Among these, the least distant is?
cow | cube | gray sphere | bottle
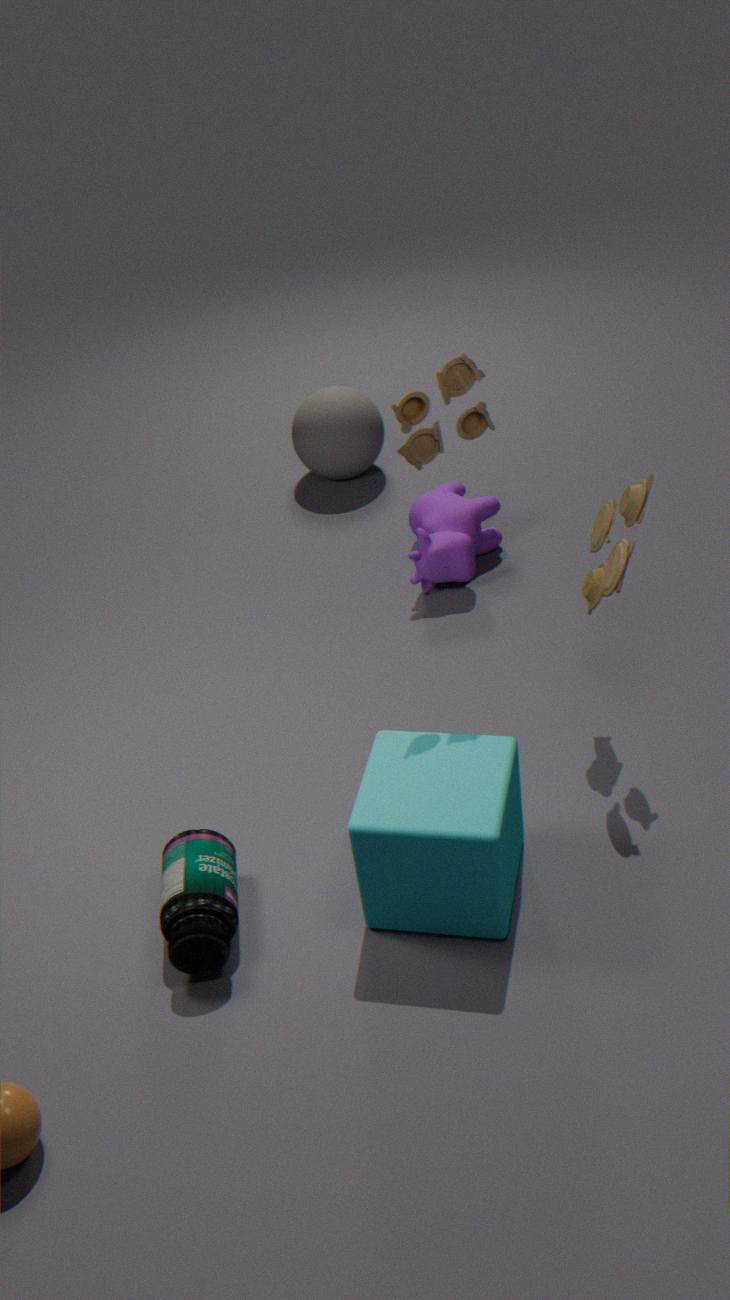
cube
